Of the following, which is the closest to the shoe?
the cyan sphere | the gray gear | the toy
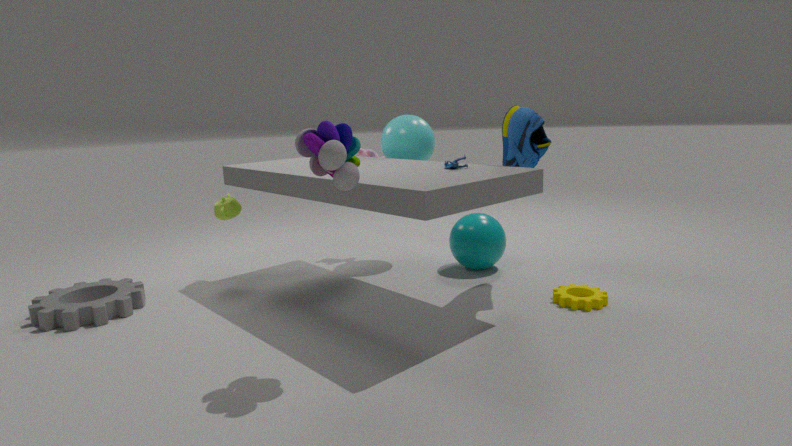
the cyan sphere
